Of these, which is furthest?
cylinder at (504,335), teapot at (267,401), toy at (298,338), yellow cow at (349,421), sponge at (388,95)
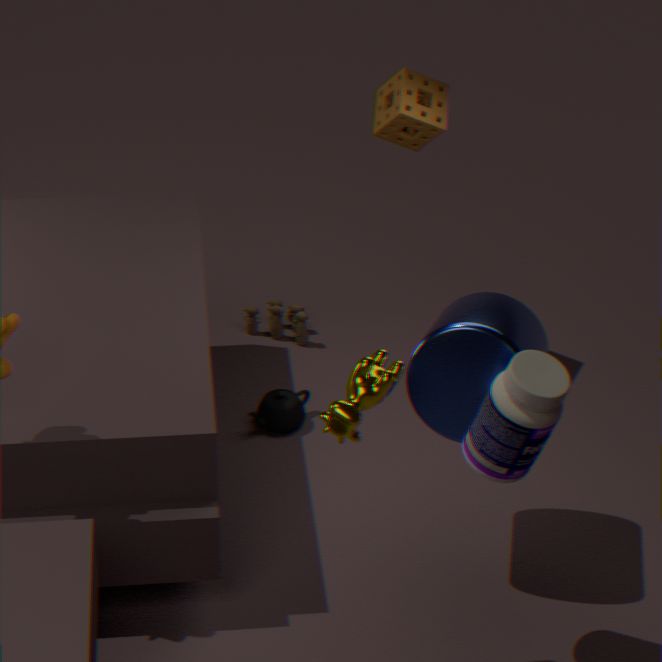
toy at (298,338)
